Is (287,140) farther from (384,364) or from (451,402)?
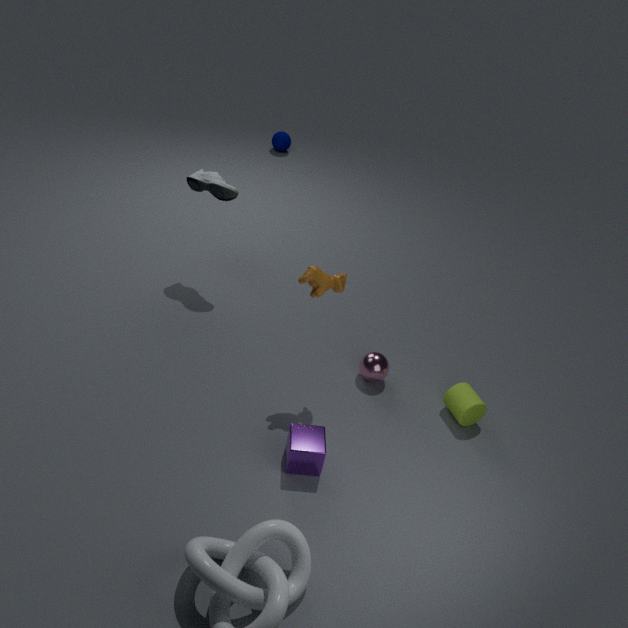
(451,402)
